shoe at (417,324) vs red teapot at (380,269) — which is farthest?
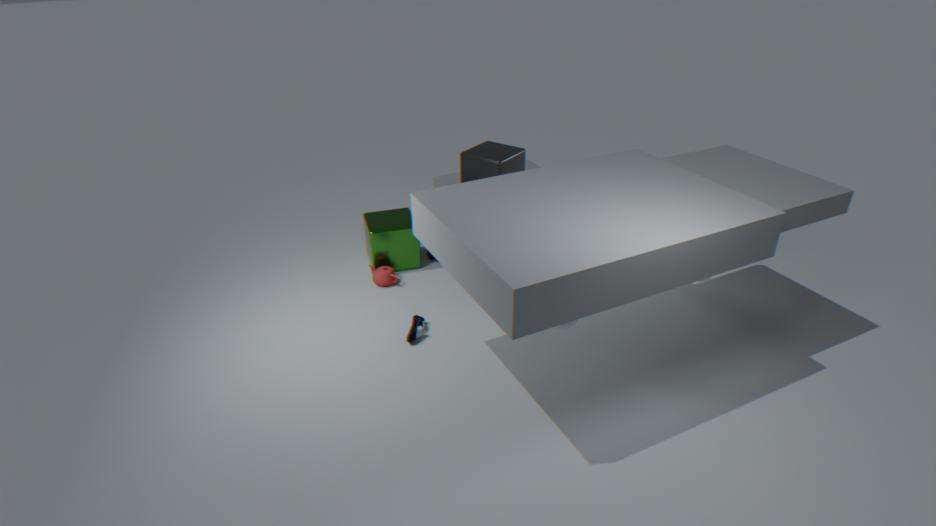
red teapot at (380,269)
